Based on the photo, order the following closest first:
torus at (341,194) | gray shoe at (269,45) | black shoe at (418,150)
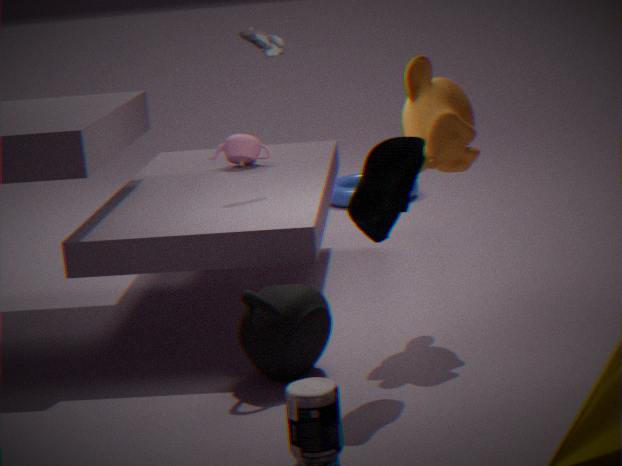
black shoe at (418,150) < gray shoe at (269,45) < torus at (341,194)
